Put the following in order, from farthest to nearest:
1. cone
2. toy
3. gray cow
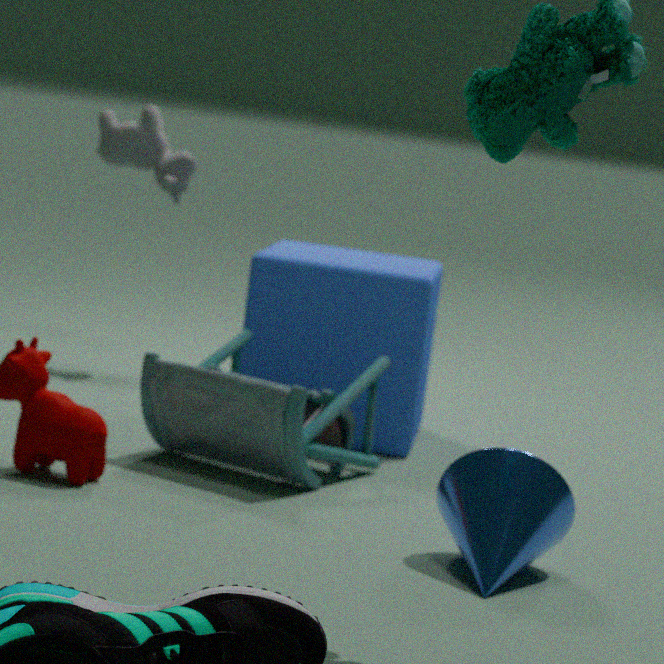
gray cow, toy, cone
